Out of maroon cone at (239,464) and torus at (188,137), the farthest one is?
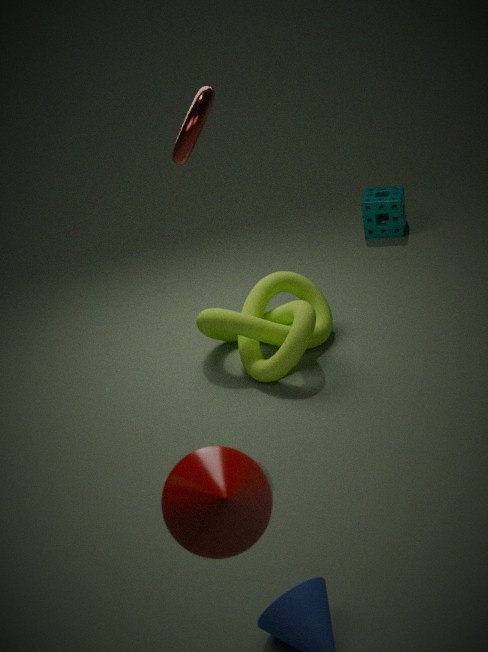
torus at (188,137)
